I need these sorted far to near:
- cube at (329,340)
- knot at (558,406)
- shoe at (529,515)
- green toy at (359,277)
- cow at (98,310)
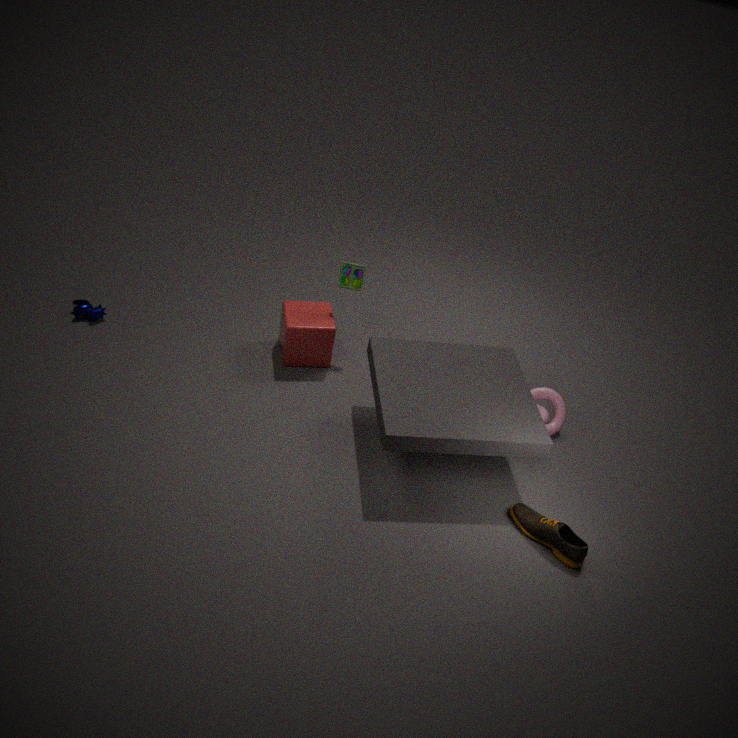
cow at (98,310) < green toy at (359,277) < cube at (329,340) < knot at (558,406) < shoe at (529,515)
